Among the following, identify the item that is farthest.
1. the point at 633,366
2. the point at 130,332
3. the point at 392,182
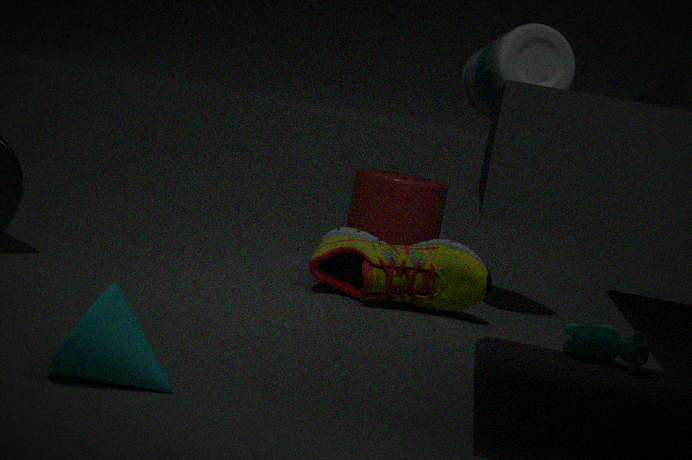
the point at 392,182
